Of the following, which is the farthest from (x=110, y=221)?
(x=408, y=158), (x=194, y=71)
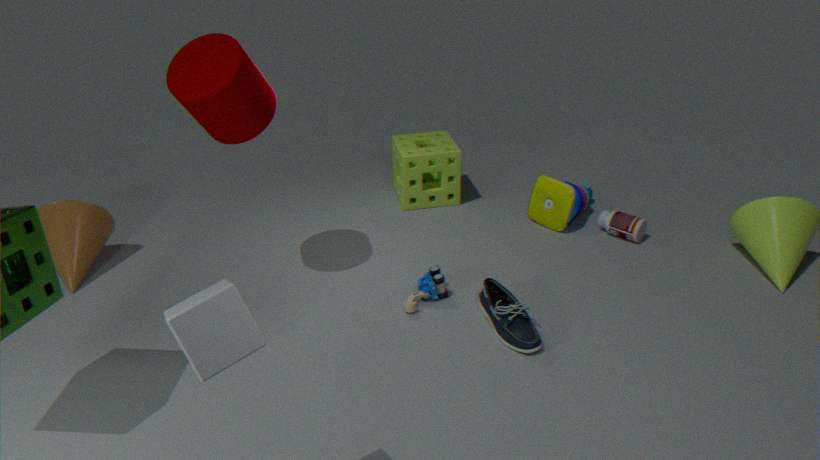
(x=408, y=158)
